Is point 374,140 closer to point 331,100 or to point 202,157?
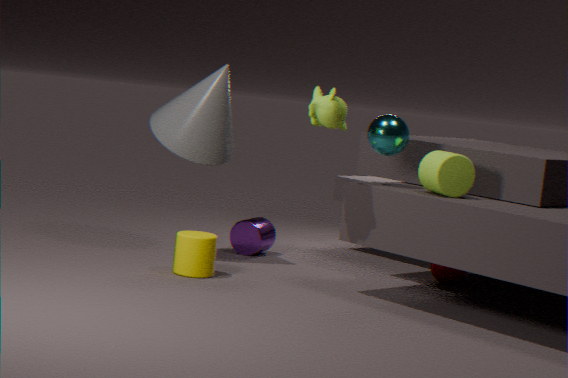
point 331,100
